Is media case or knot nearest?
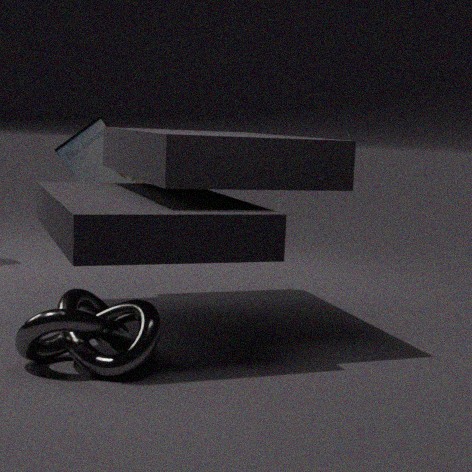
knot
